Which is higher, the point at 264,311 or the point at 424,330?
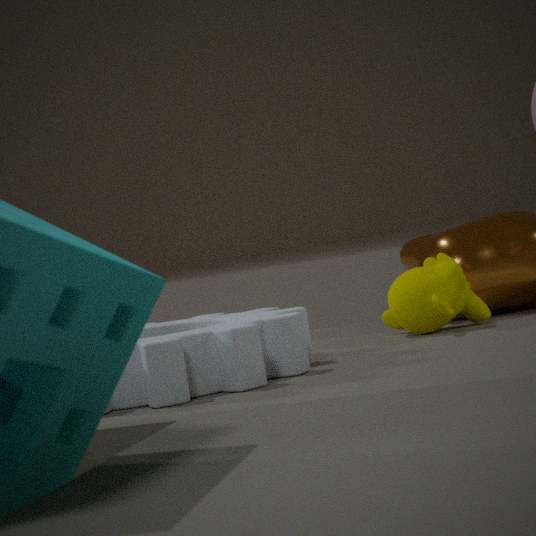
the point at 424,330
